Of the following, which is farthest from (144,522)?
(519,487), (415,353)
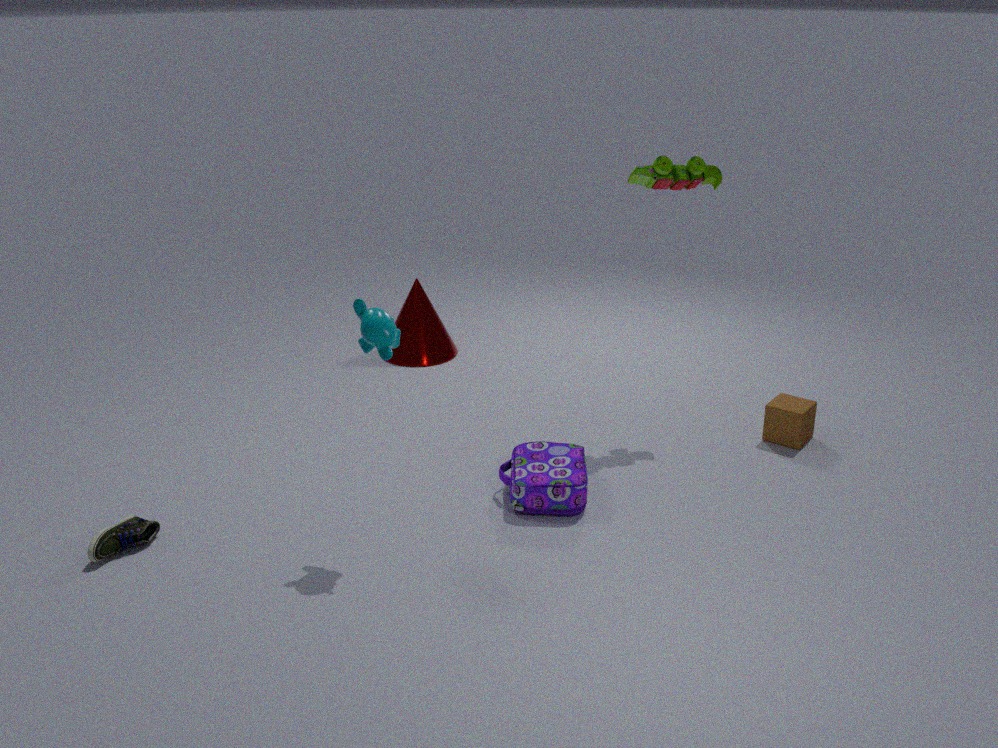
(415,353)
